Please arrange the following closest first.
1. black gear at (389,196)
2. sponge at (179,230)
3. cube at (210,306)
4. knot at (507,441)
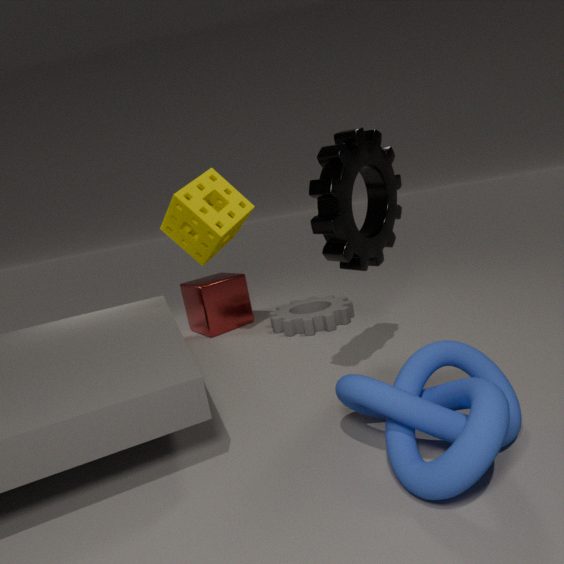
1. knot at (507,441)
2. black gear at (389,196)
3. sponge at (179,230)
4. cube at (210,306)
